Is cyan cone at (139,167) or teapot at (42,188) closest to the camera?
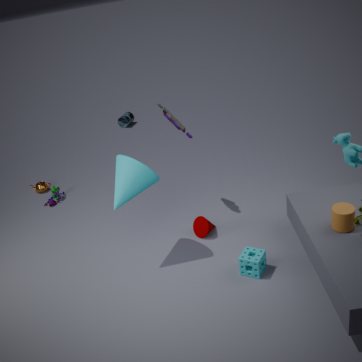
cyan cone at (139,167)
